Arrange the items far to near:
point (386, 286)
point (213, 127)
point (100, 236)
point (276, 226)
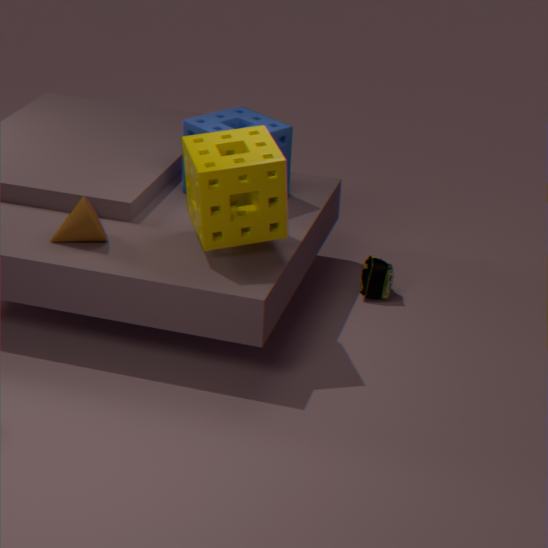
point (386, 286), point (213, 127), point (100, 236), point (276, 226)
